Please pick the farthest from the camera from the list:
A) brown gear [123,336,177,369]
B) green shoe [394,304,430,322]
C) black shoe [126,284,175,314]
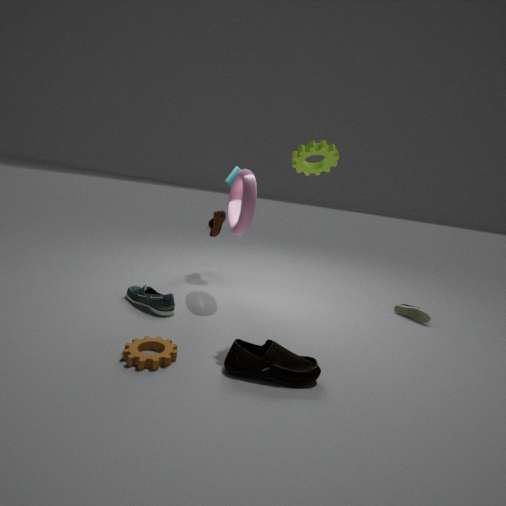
green shoe [394,304,430,322]
